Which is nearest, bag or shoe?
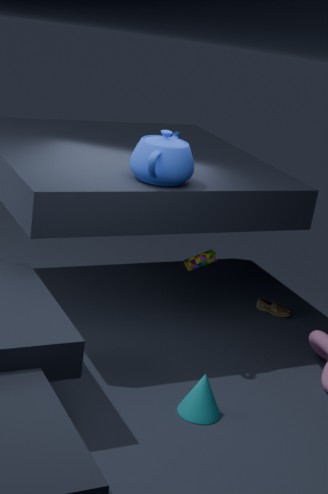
bag
